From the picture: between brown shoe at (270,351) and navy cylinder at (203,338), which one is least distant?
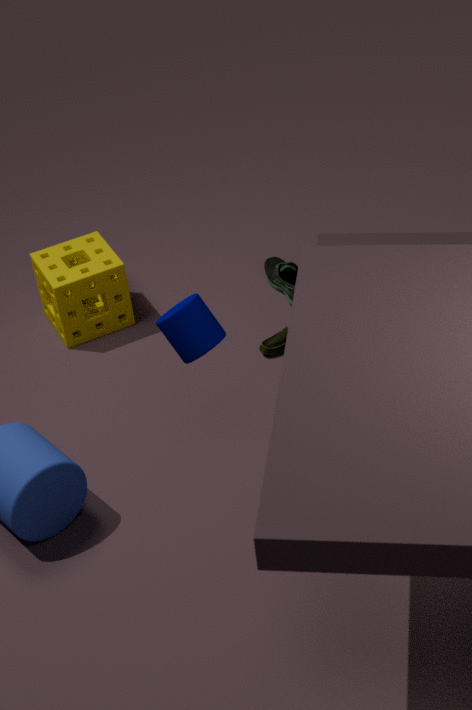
navy cylinder at (203,338)
